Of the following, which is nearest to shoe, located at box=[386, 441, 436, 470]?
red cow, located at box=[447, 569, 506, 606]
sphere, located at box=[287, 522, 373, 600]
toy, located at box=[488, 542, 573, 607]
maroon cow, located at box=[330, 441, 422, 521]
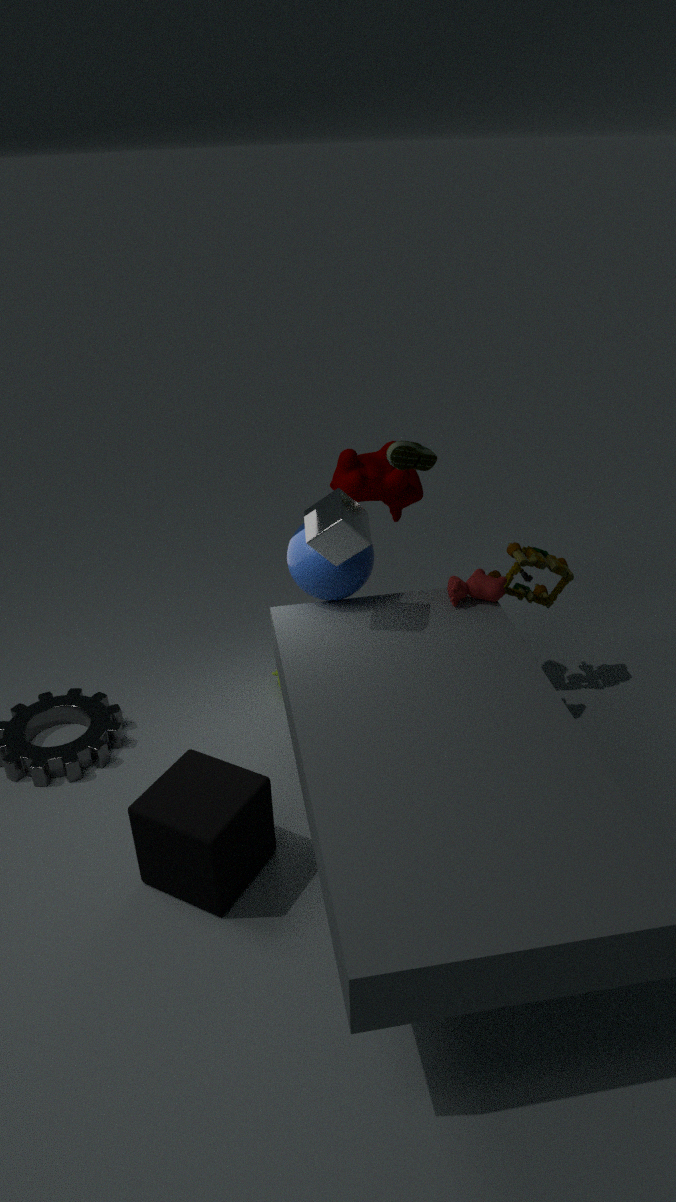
maroon cow, located at box=[330, 441, 422, 521]
